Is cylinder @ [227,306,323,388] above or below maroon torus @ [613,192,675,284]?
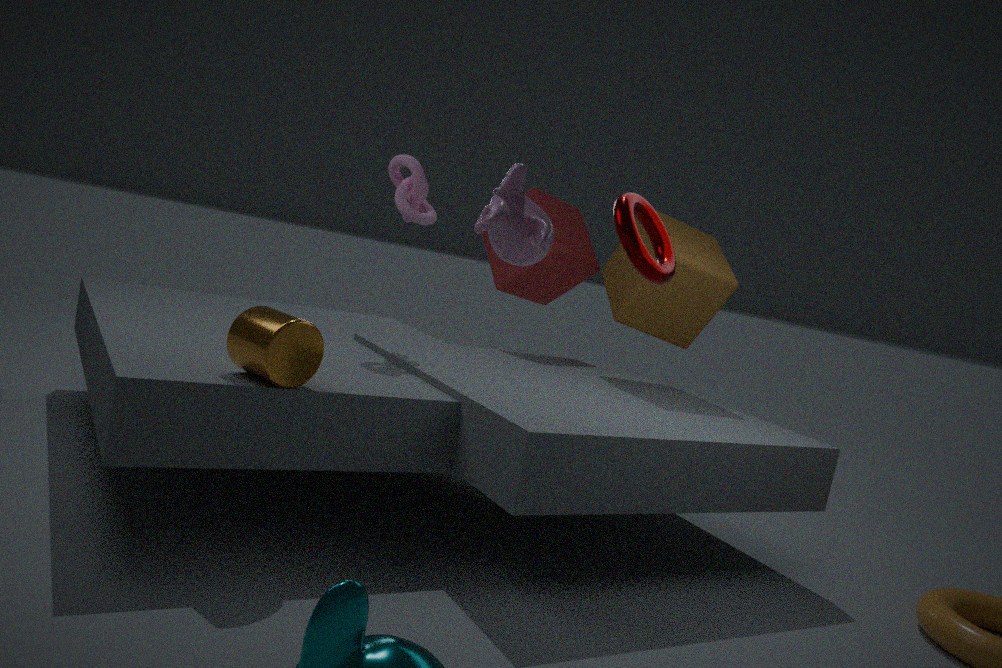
below
